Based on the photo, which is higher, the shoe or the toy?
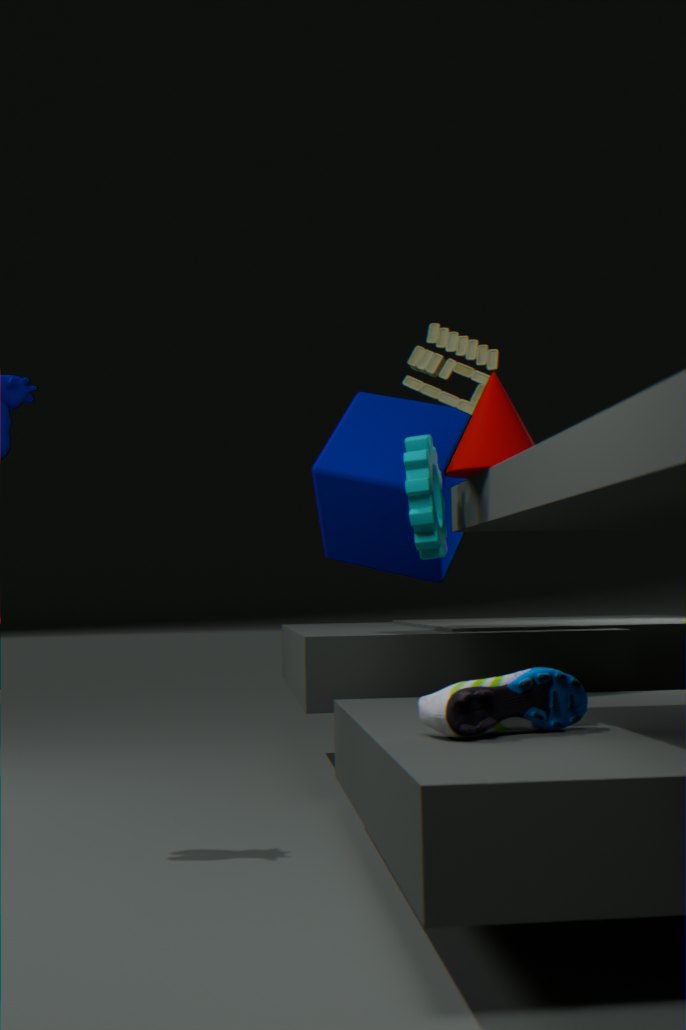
the toy
